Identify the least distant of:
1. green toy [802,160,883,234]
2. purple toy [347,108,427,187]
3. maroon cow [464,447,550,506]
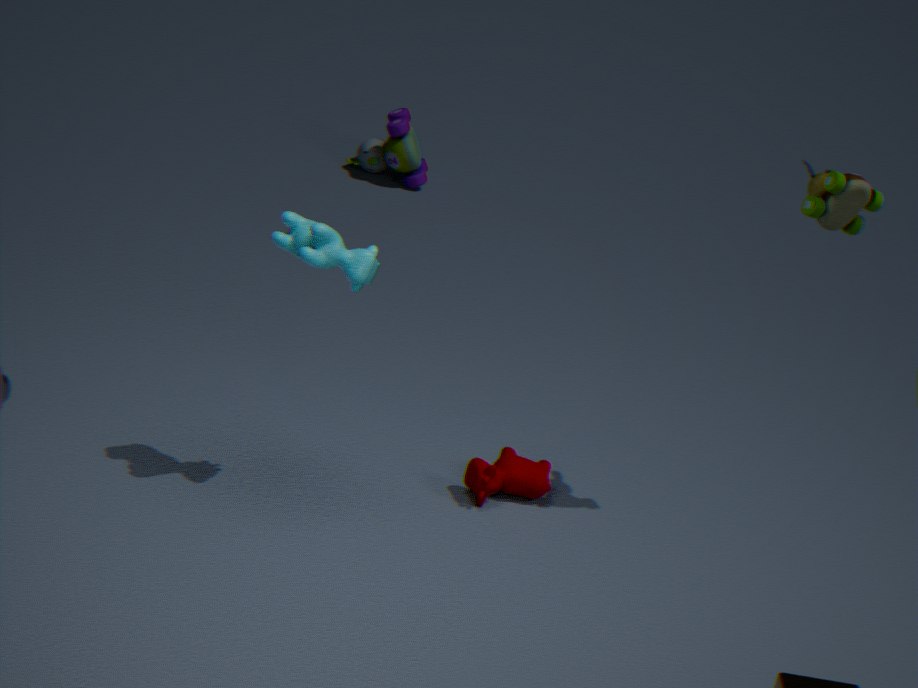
green toy [802,160,883,234]
